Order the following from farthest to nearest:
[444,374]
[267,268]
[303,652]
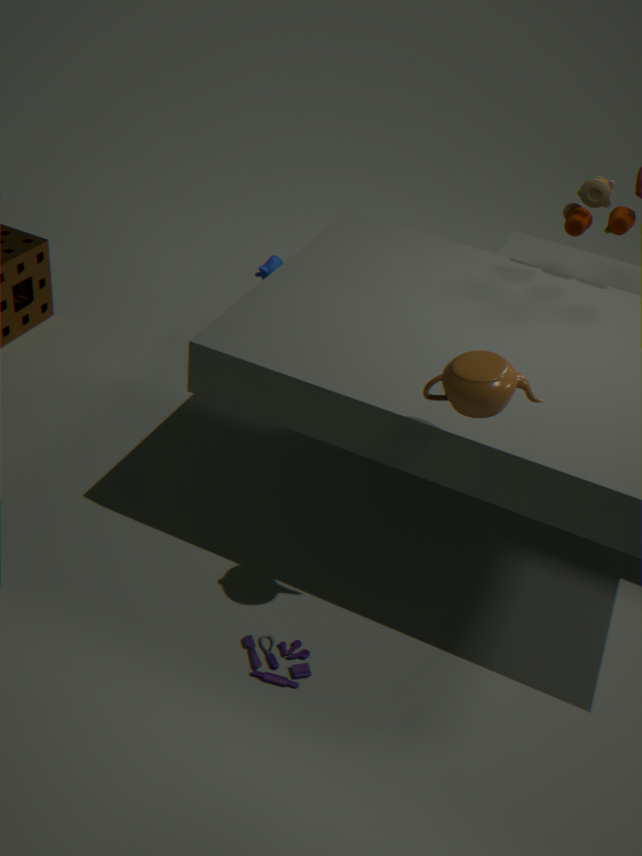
[267,268] → [303,652] → [444,374]
